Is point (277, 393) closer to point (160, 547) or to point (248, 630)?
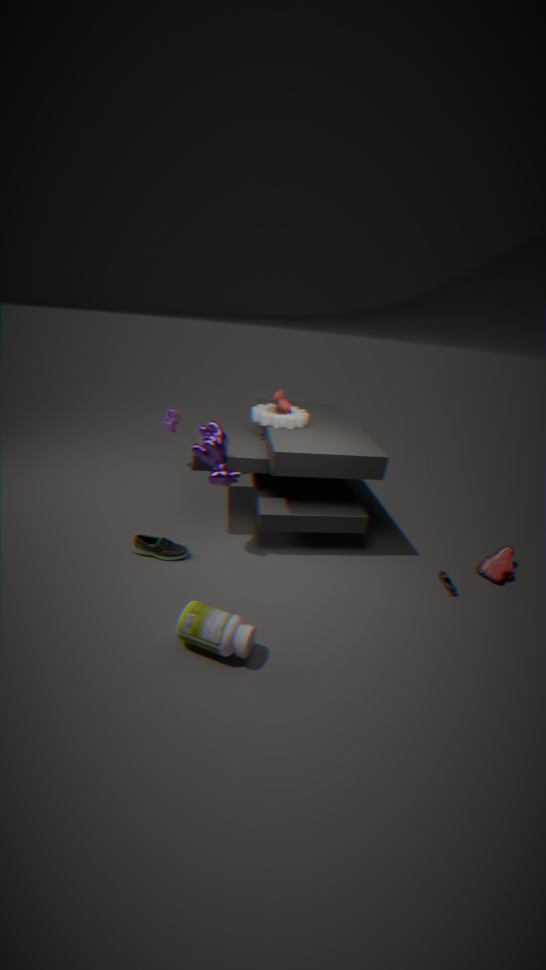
point (160, 547)
